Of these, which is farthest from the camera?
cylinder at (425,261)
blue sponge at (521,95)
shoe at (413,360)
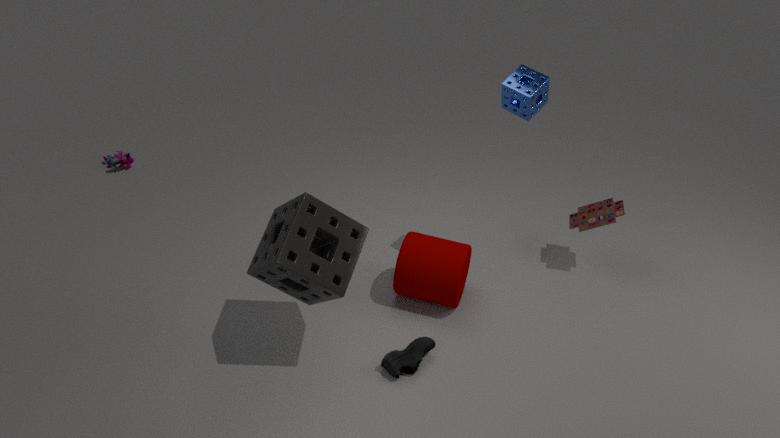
cylinder at (425,261)
